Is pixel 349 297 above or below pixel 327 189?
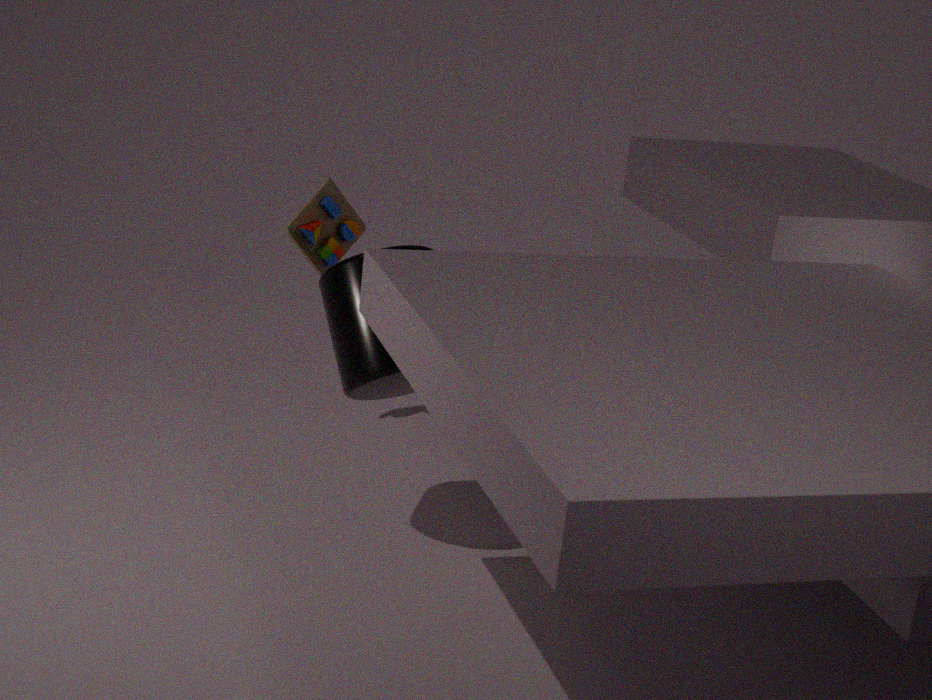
below
